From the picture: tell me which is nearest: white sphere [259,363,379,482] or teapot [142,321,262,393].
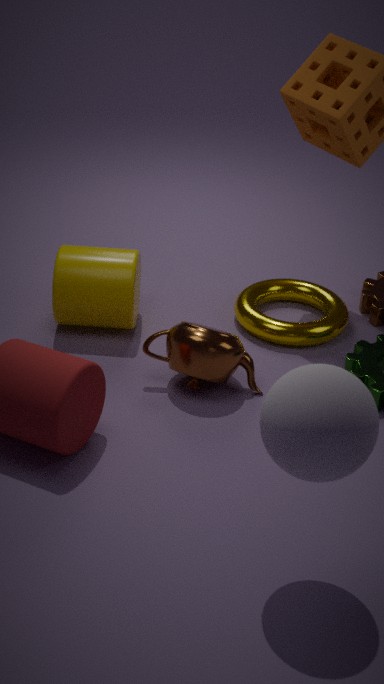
A: white sphere [259,363,379,482]
